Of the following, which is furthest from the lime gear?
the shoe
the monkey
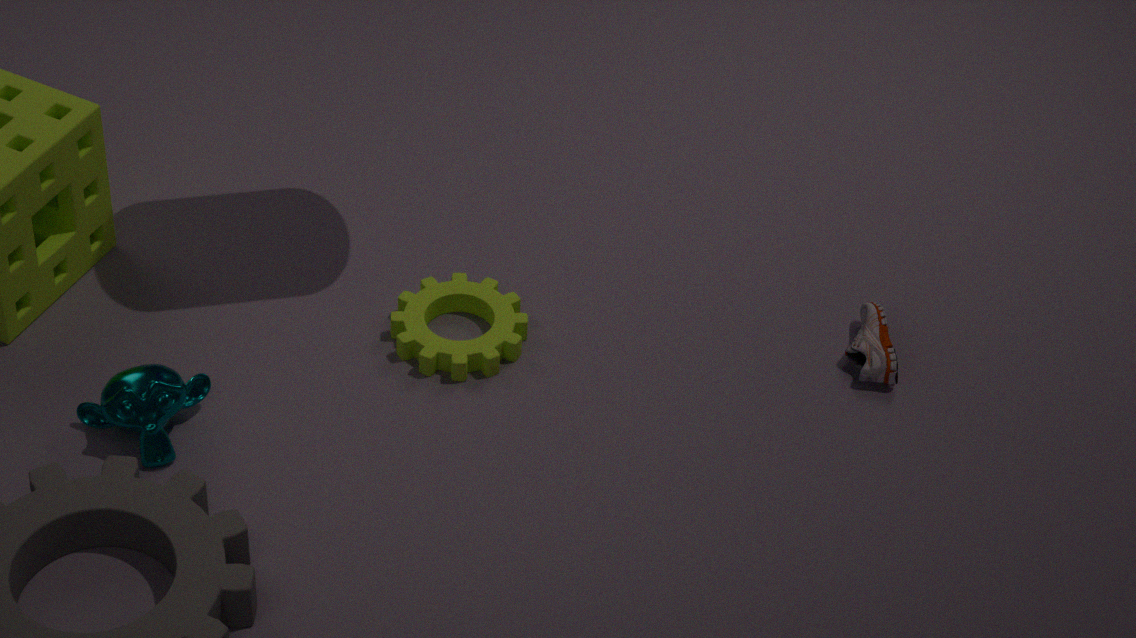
the shoe
